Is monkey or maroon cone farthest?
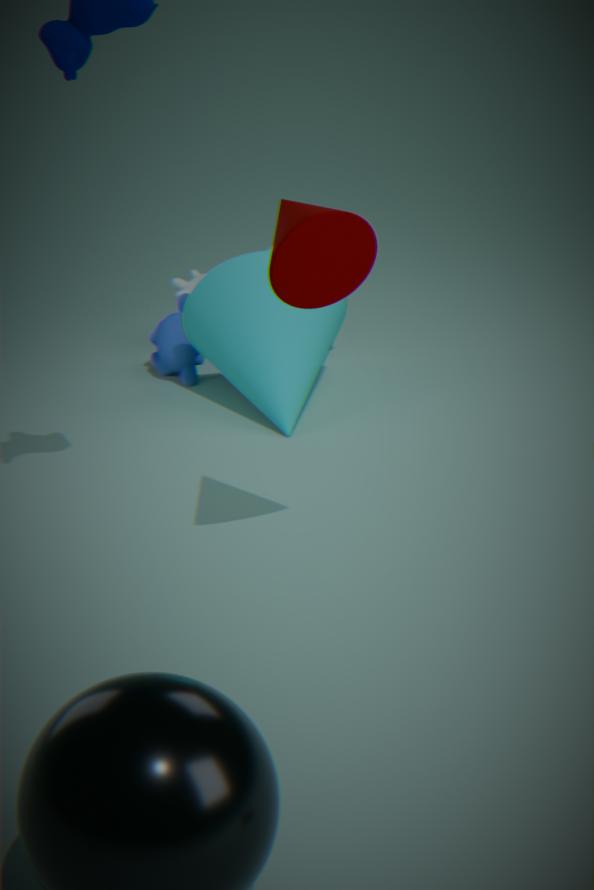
monkey
